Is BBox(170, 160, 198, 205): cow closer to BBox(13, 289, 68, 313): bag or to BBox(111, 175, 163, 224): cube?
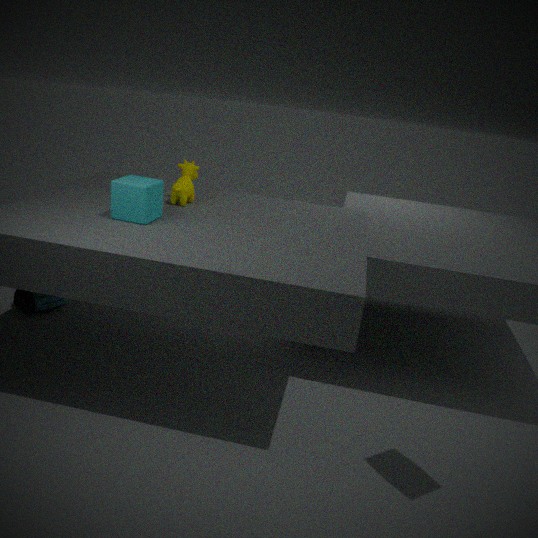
BBox(111, 175, 163, 224): cube
